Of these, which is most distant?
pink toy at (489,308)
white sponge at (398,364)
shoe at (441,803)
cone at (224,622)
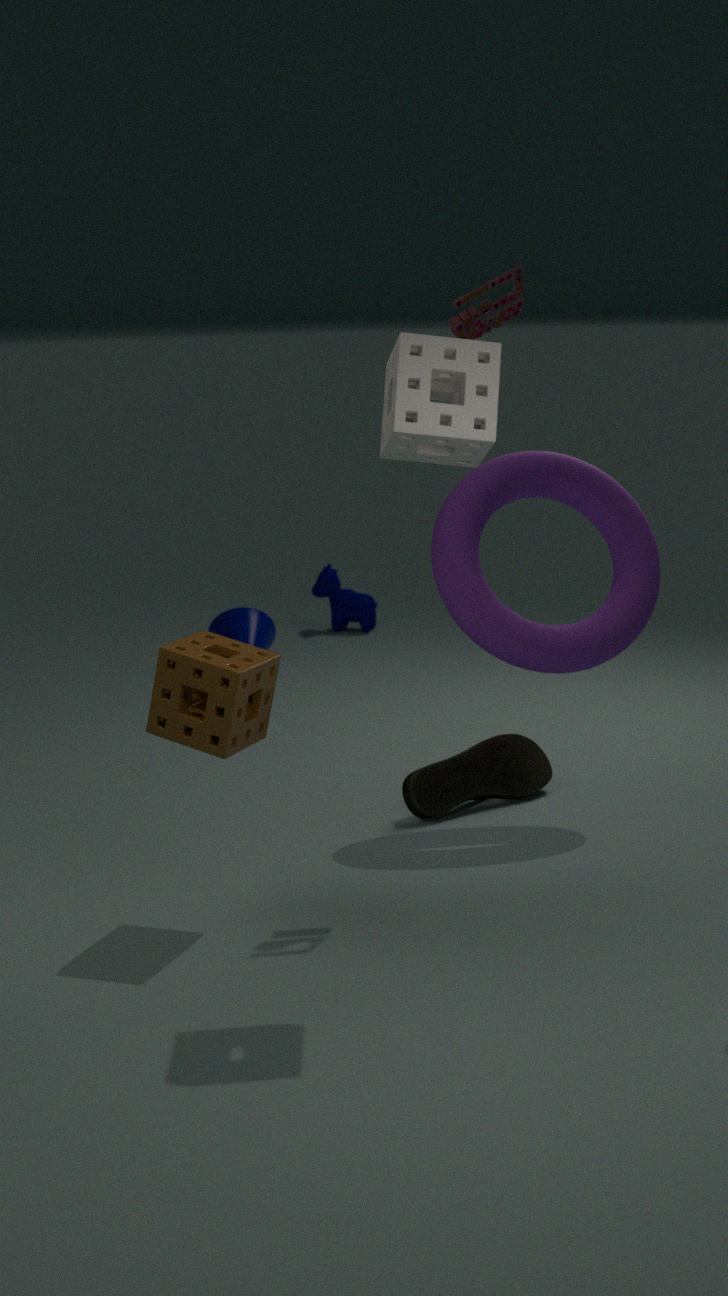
cone at (224,622)
